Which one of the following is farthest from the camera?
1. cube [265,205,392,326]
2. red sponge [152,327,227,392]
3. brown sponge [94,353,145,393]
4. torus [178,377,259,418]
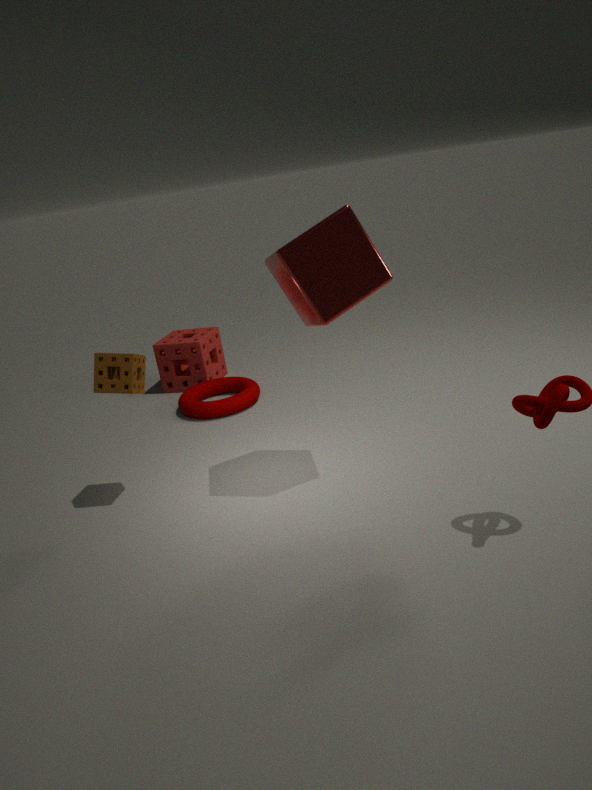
red sponge [152,327,227,392]
